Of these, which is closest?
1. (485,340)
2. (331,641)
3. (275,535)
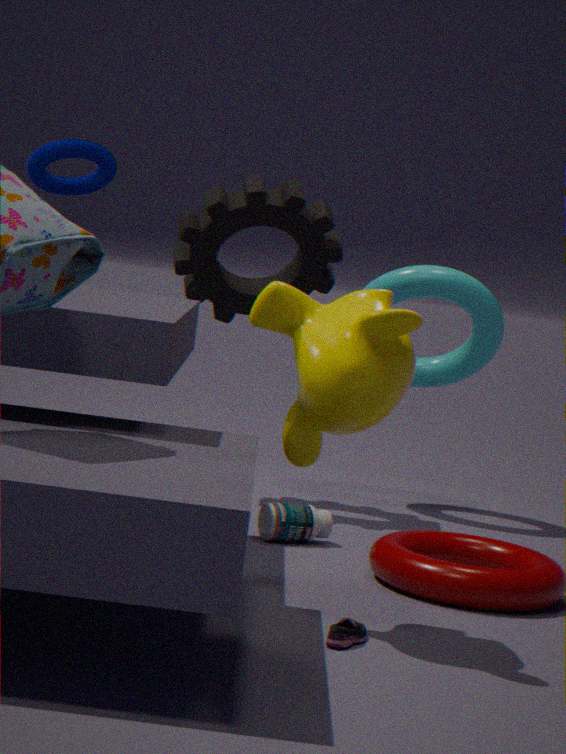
(331,641)
